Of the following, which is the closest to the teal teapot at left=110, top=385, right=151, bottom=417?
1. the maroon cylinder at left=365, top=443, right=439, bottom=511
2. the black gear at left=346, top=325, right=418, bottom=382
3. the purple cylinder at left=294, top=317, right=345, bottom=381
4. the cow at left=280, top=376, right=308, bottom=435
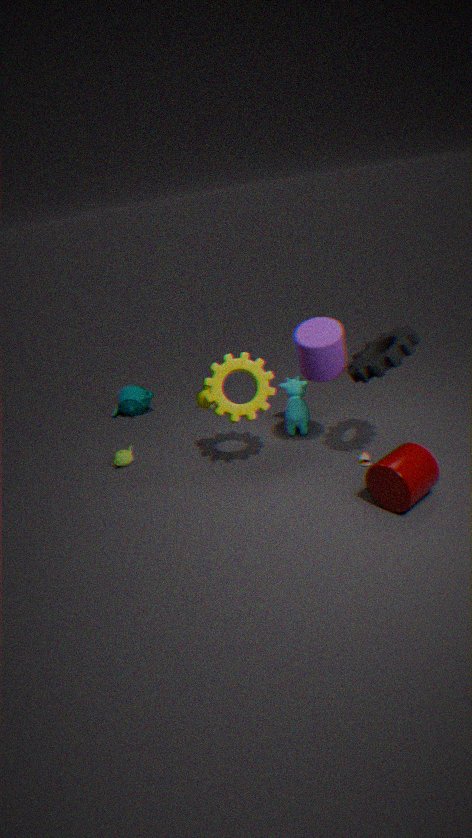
the cow at left=280, top=376, right=308, bottom=435
